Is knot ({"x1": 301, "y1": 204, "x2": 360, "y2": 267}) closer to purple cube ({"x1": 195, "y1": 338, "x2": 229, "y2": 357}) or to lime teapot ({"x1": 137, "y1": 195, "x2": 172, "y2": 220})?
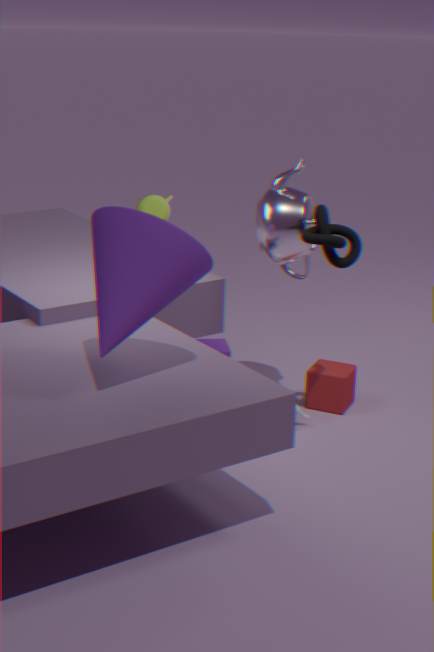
purple cube ({"x1": 195, "y1": 338, "x2": 229, "y2": 357})
